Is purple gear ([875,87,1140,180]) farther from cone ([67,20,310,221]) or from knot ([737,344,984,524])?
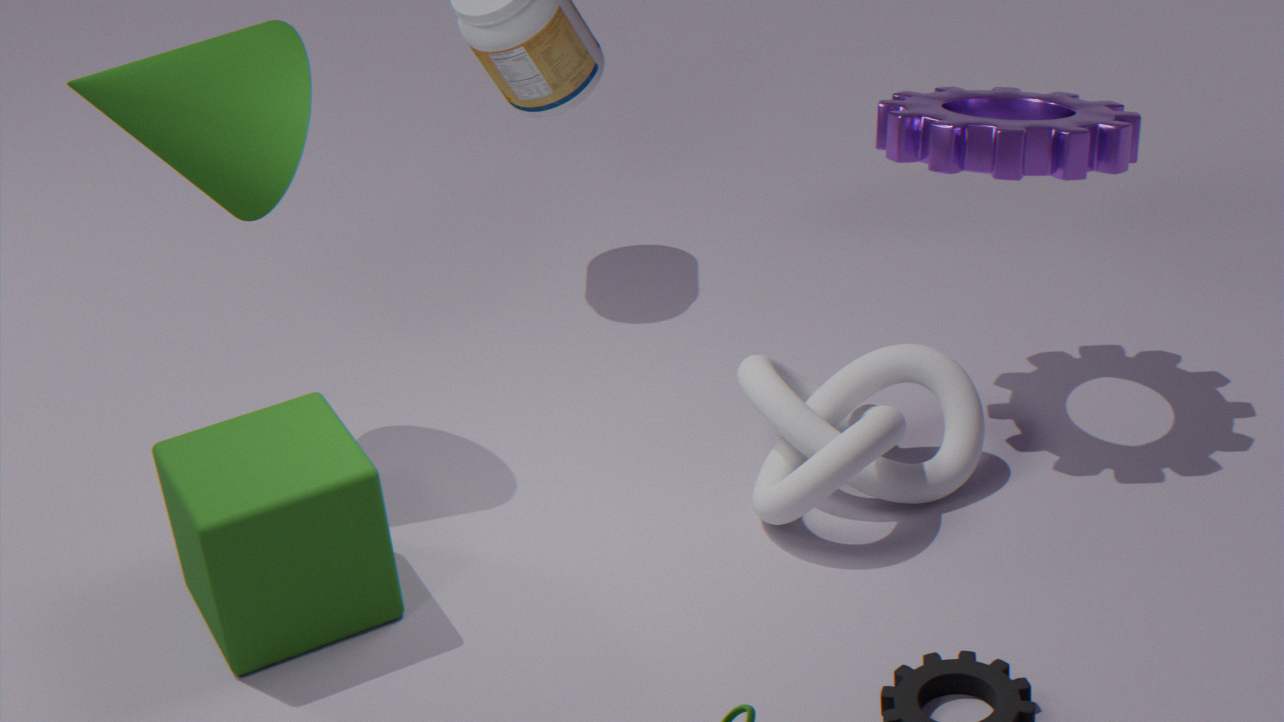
cone ([67,20,310,221])
